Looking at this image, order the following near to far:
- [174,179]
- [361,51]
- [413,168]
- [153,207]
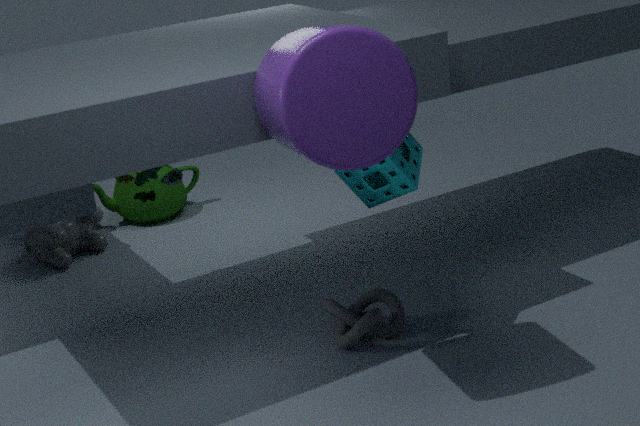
1. [361,51]
2. [413,168]
3. [174,179]
4. [153,207]
